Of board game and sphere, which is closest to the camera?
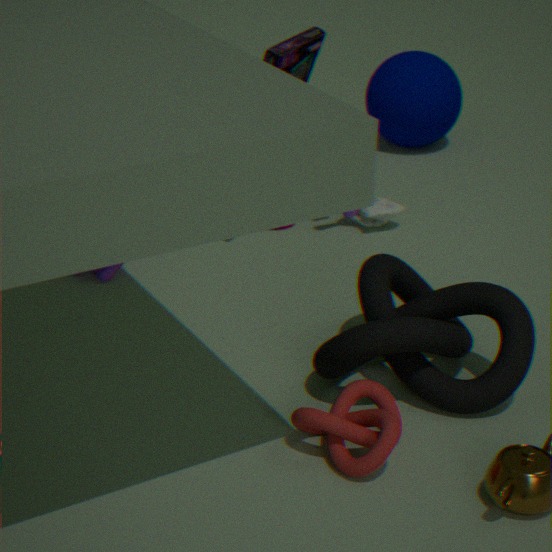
board game
